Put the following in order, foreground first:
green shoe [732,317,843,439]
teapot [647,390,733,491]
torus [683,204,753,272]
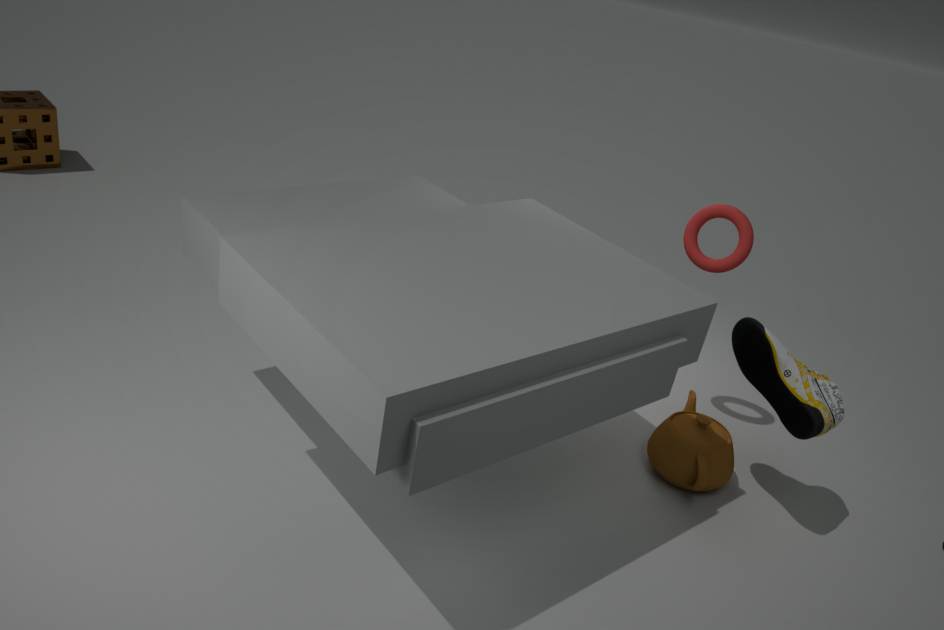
green shoe [732,317,843,439], teapot [647,390,733,491], torus [683,204,753,272]
